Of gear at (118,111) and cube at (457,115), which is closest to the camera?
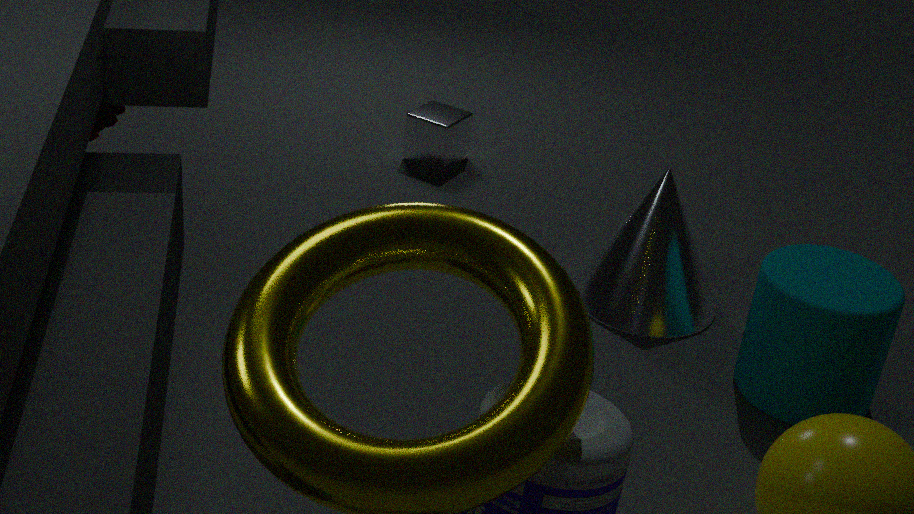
gear at (118,111)
